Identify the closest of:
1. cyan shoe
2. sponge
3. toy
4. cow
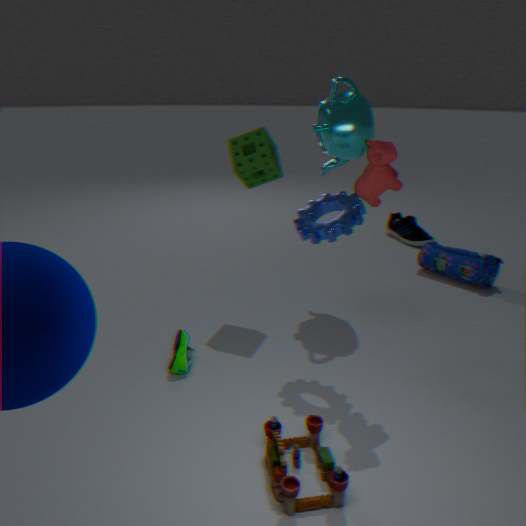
toy
